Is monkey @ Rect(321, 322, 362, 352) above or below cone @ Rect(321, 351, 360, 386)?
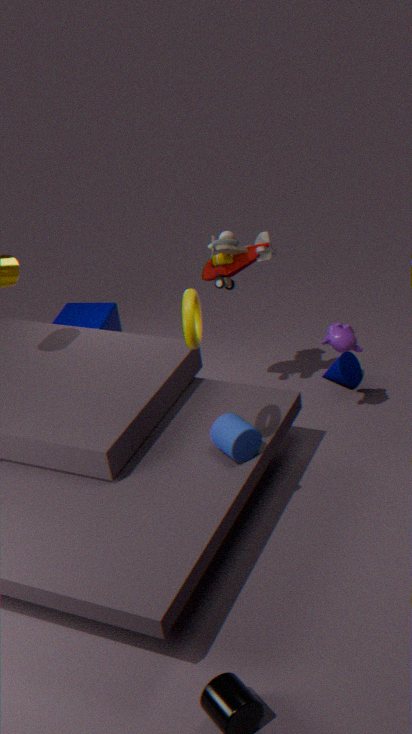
above
